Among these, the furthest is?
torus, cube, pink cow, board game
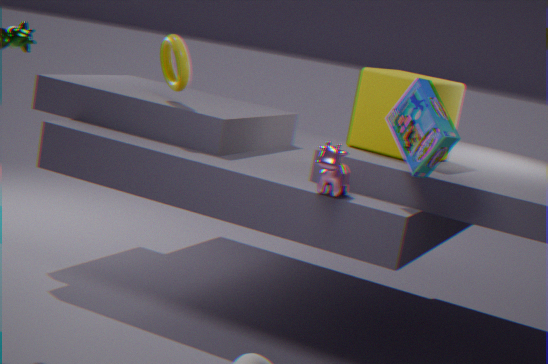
torus
